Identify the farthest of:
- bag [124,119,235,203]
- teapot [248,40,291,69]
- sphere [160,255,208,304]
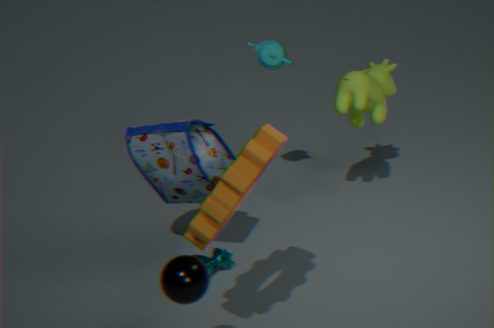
teapot [248,40,291,69]
